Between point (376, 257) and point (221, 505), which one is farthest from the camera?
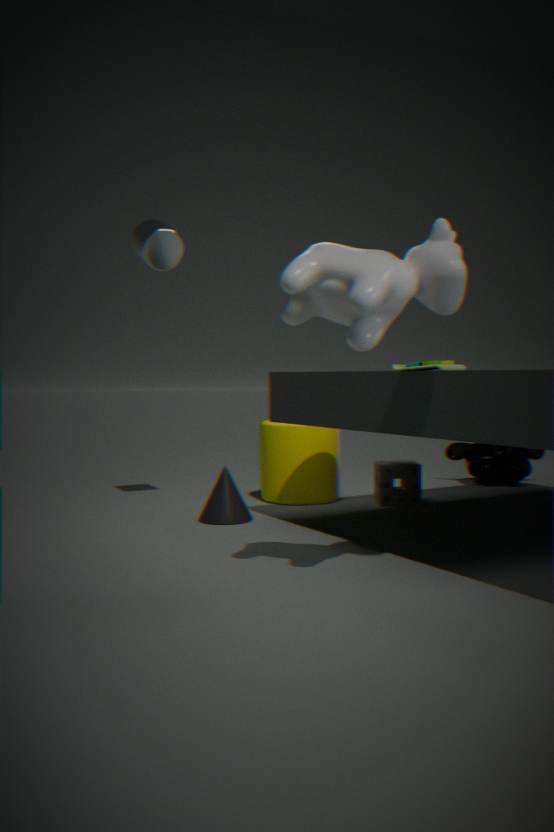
point (221, 505)
